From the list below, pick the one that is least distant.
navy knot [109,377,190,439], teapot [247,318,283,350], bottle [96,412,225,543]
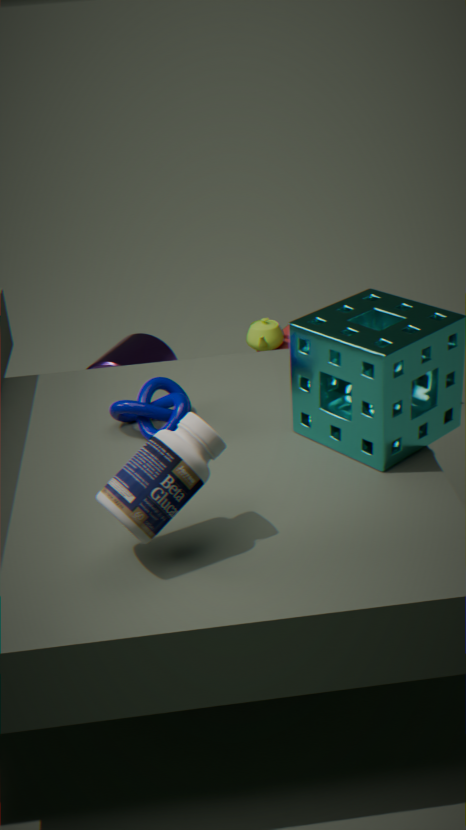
bottle [96,412,225,543]
